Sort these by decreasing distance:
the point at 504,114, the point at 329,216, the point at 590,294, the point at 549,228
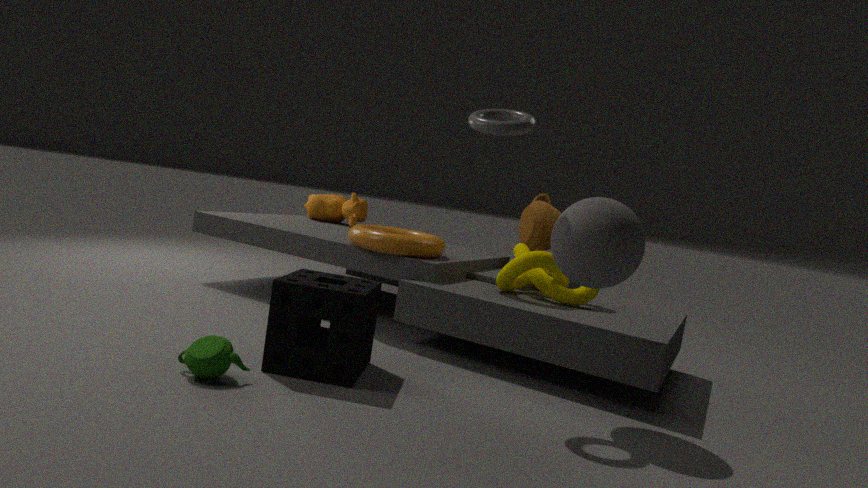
the point at 329,216
the point at 549,228
the point at 590,294
the point at 504,114
